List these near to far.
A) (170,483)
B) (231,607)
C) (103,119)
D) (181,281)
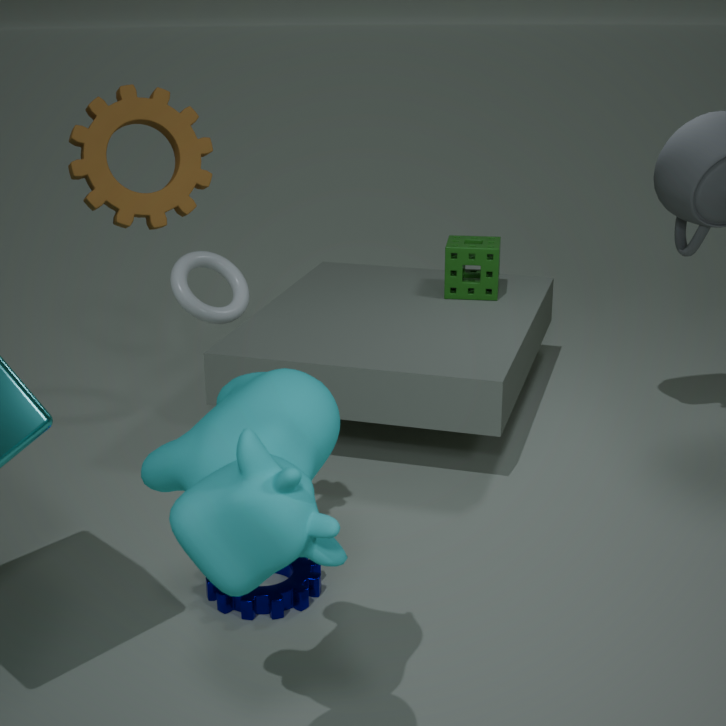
1. (170,483)
2. (103,119)
3. (231,607)
4. (181,281)
